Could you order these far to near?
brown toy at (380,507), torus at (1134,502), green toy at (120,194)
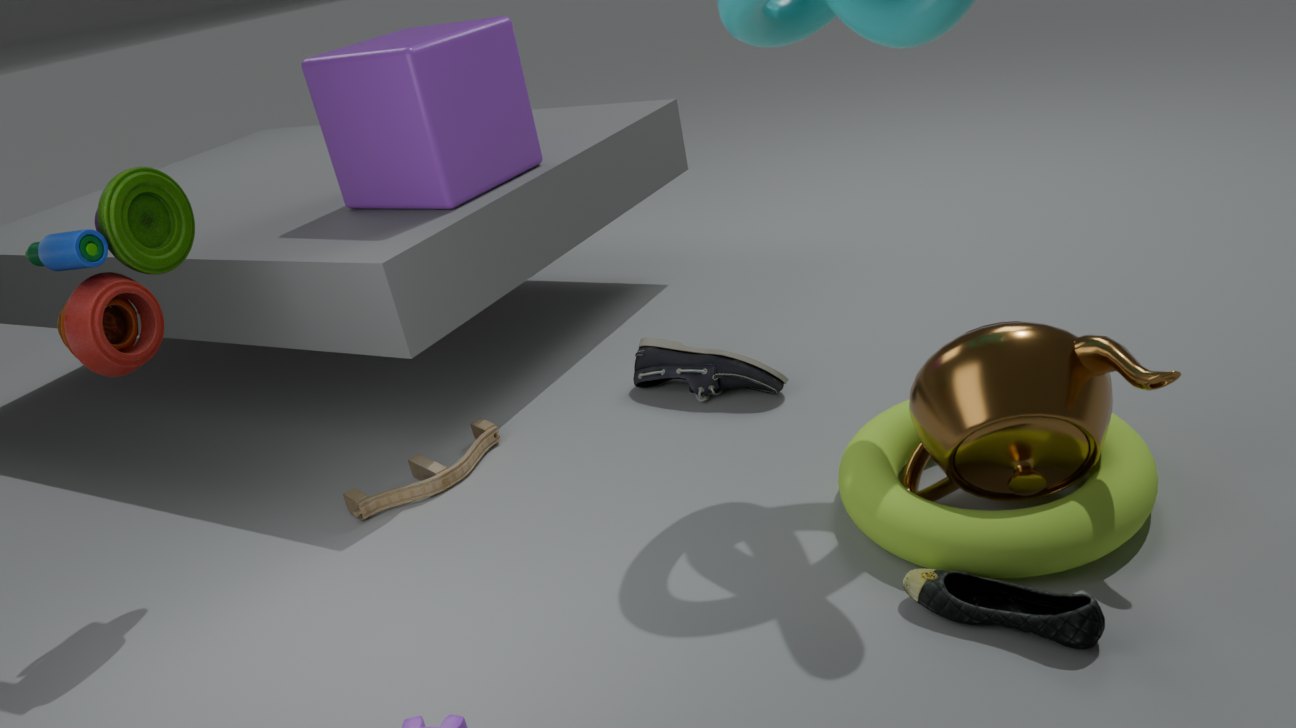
brown toy at (380,507), green toy at (120,194), torus at (1134,502)
